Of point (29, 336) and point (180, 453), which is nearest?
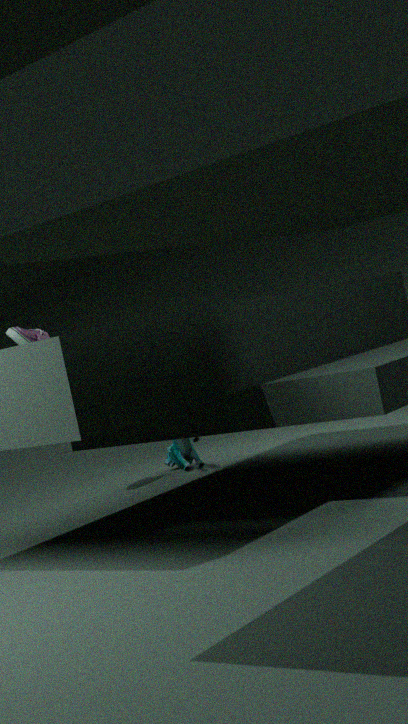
point (29, 336)
